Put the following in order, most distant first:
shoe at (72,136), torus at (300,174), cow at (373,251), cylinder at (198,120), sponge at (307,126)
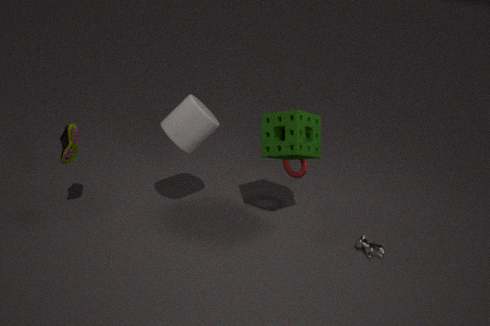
torus at (300,174) → cow at (373,251) → shoe at (72,136) → cylinder at (198,120) → sponge at (307,126)
